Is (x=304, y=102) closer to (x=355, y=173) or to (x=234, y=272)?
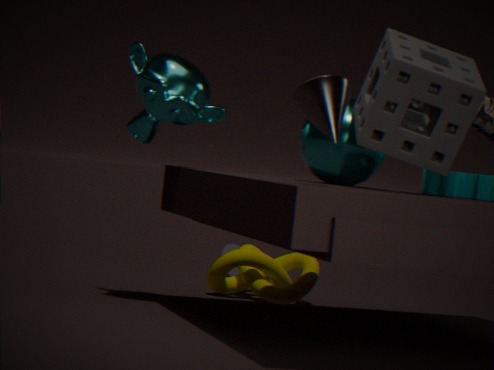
(x=355, y=173)
